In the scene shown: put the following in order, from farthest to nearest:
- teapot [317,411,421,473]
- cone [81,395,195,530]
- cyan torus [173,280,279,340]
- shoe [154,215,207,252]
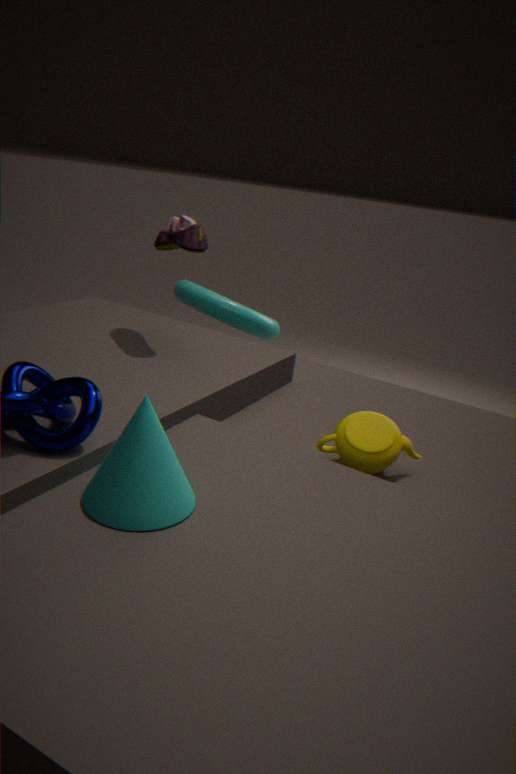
1. cyan torus [173,280,279,340]
2. shoe [154,215,207,252]
3. teapot [317,411,421,473]
4. cone [81,395,195,530]
